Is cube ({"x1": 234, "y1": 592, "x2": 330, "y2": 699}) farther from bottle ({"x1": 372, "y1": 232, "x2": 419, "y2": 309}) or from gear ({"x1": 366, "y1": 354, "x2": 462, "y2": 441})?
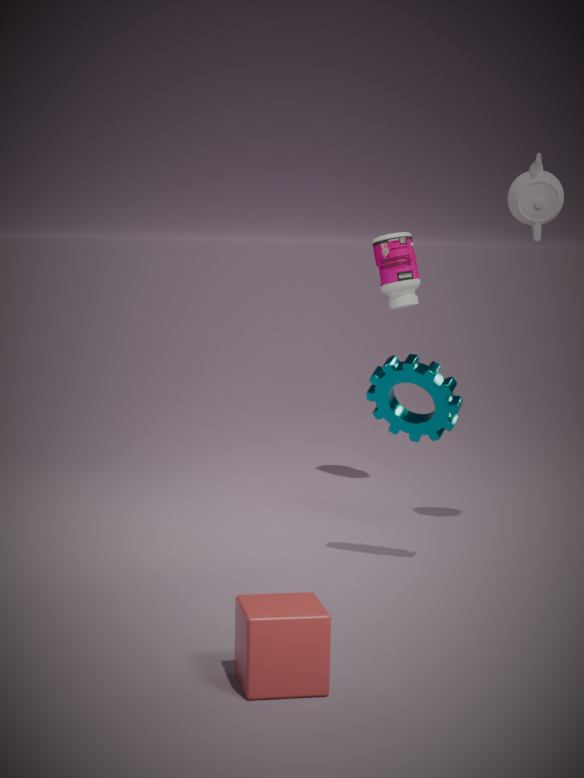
bottle ({"x1": 372, "y1": 232, "x2": 419, "y2": 309})
